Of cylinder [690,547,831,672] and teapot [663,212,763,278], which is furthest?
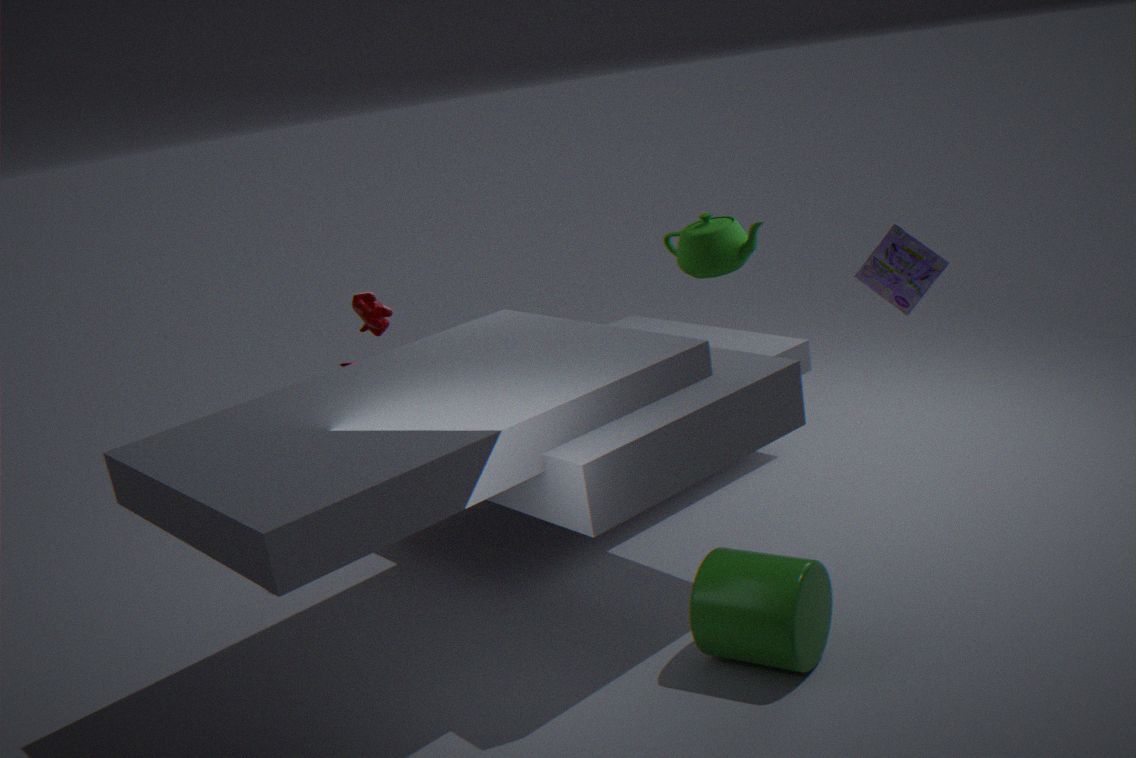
teapot [663,212,763,278]
